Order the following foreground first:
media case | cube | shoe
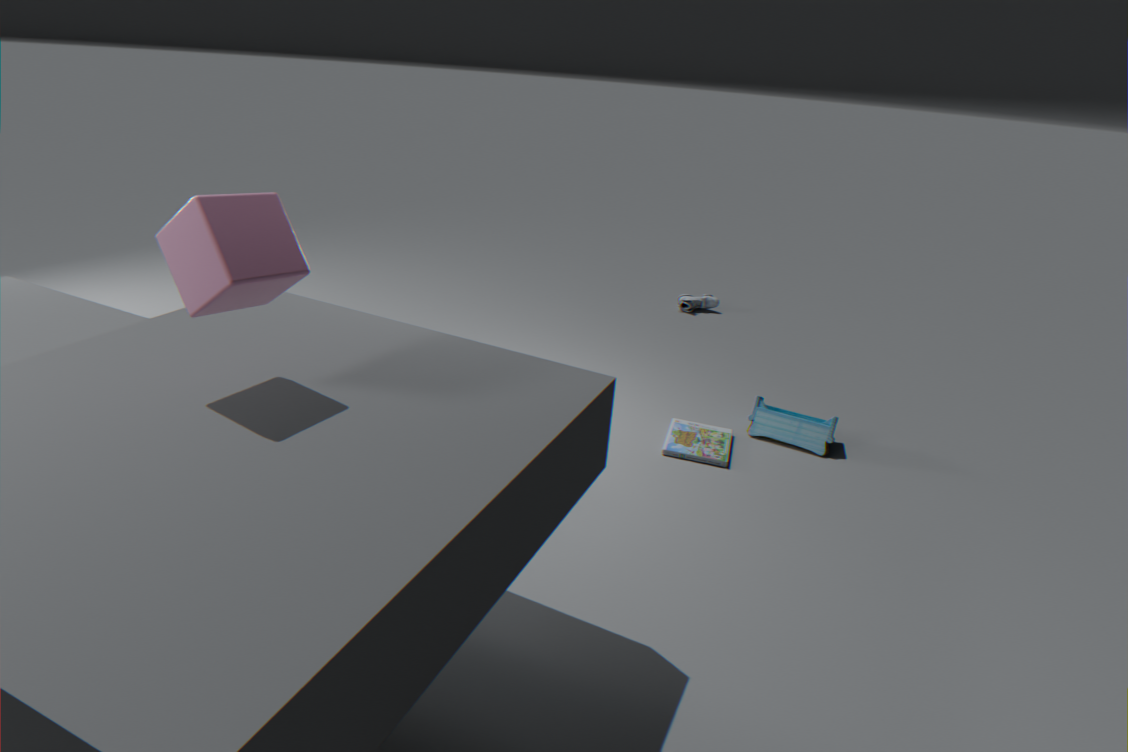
1. cube
2. media case
3. shoe
